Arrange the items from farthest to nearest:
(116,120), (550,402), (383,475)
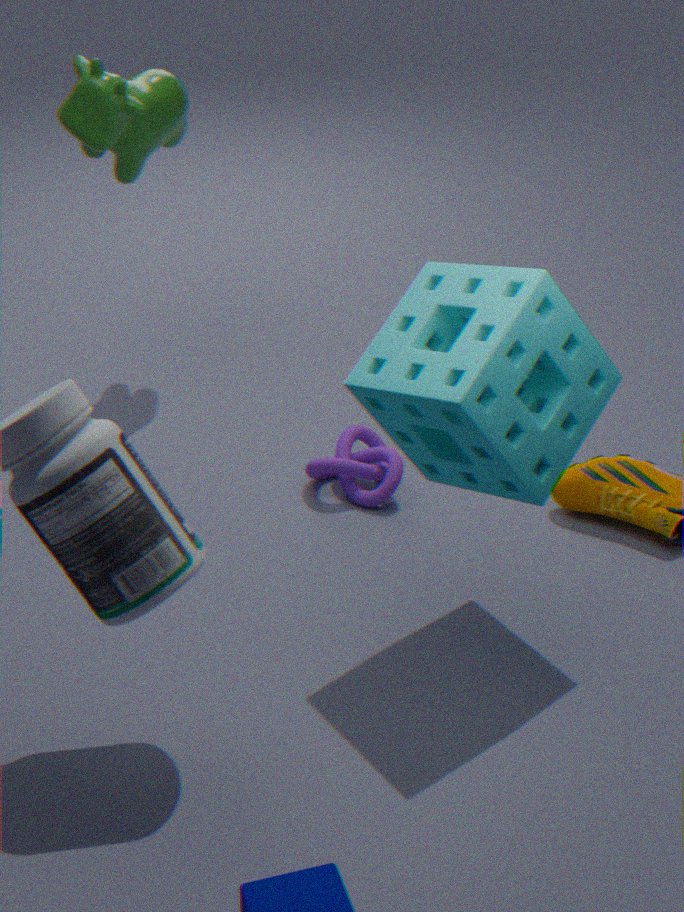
(383,475) < (116,120) < (550,402)
